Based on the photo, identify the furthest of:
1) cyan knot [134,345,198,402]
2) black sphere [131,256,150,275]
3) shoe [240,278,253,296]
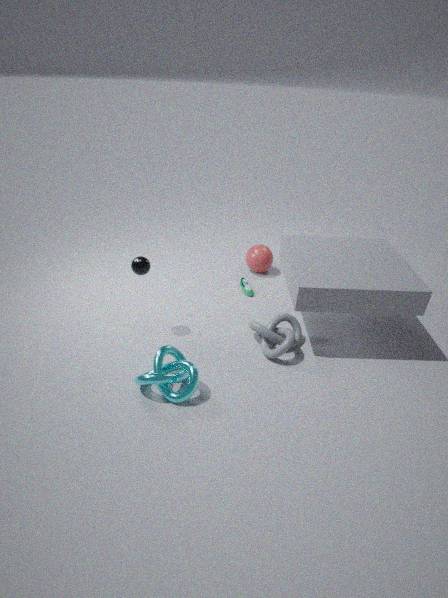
3. shoe [240,278,253,296]
